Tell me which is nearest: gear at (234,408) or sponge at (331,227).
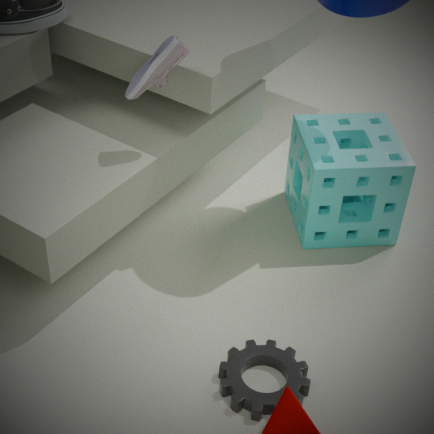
gear at (234,408)
